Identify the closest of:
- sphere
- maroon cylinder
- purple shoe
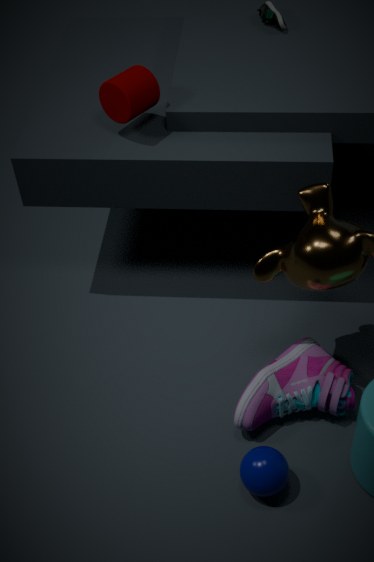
sphere
